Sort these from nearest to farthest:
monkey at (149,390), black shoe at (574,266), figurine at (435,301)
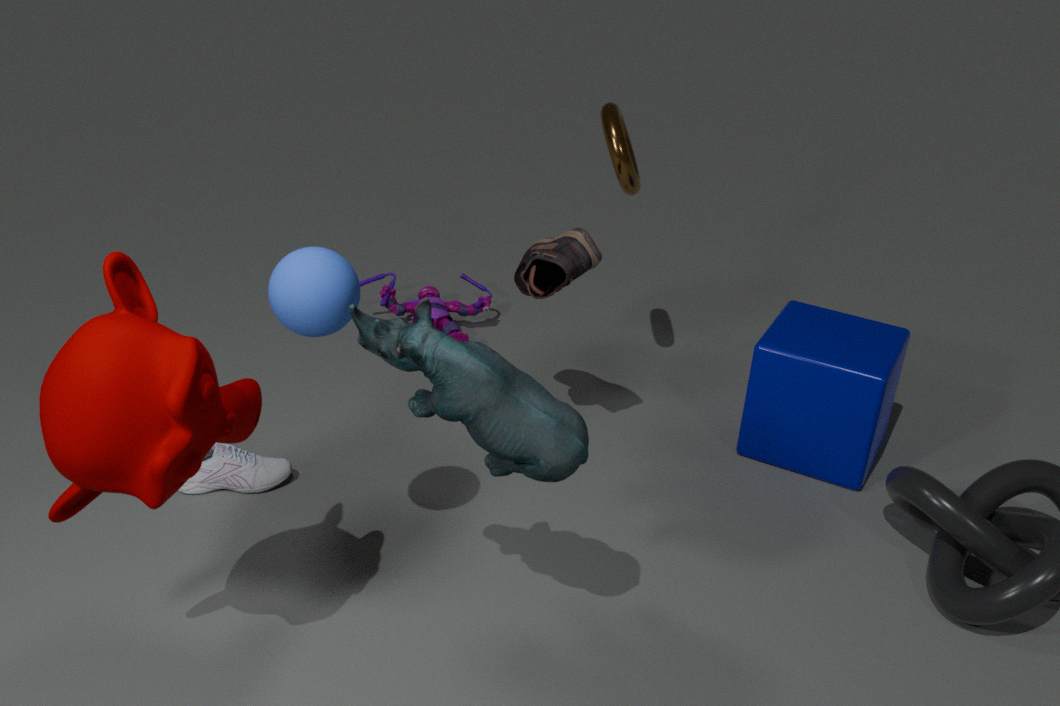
monkey at (149,390)
black shoe at (574,266)
figurine at (435,301)
